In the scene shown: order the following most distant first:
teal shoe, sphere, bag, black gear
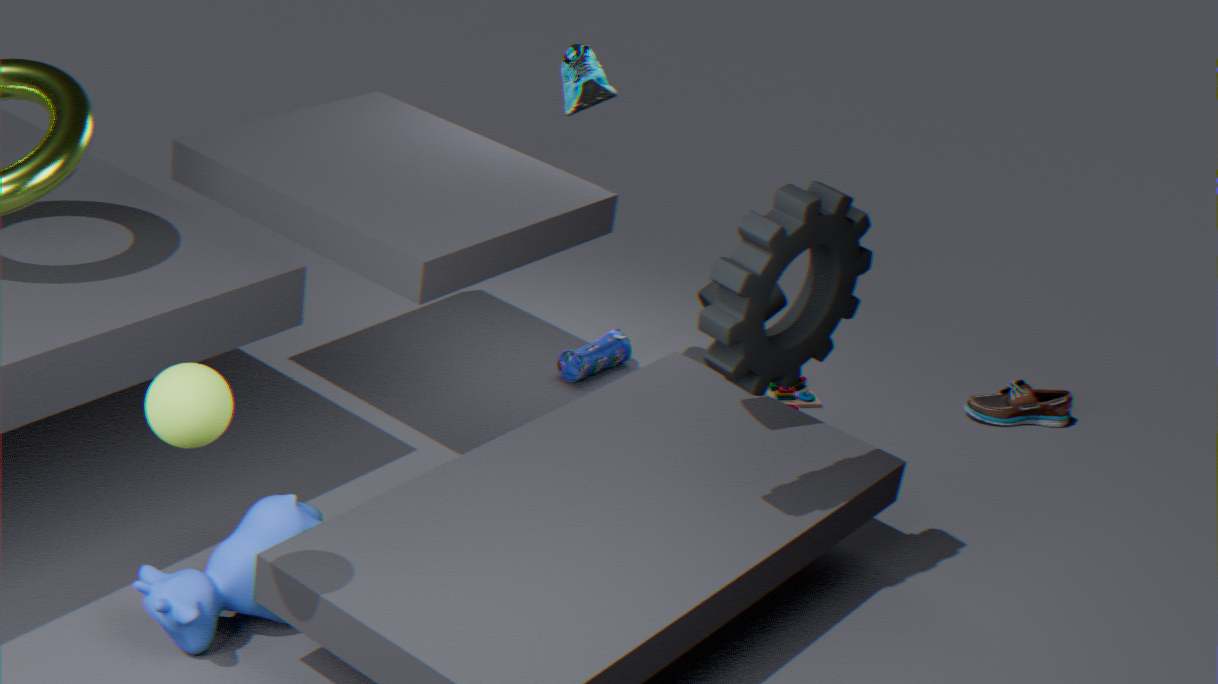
bag < teal shoe < black gear < sphere
